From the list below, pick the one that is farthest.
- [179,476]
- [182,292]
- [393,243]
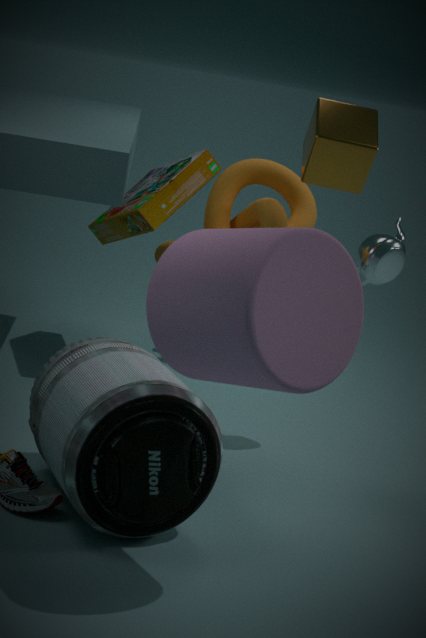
[393,243]
